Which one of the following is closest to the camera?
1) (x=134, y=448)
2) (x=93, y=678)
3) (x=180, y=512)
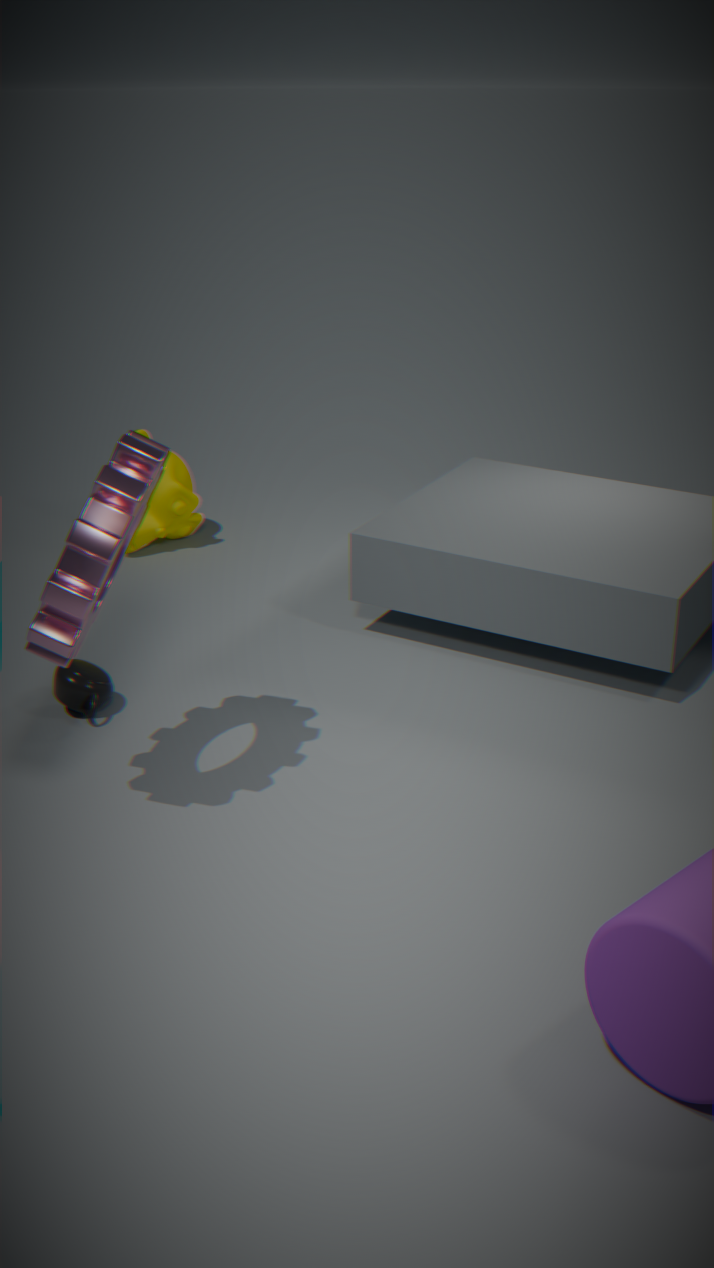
1. (x=134, y=448)
